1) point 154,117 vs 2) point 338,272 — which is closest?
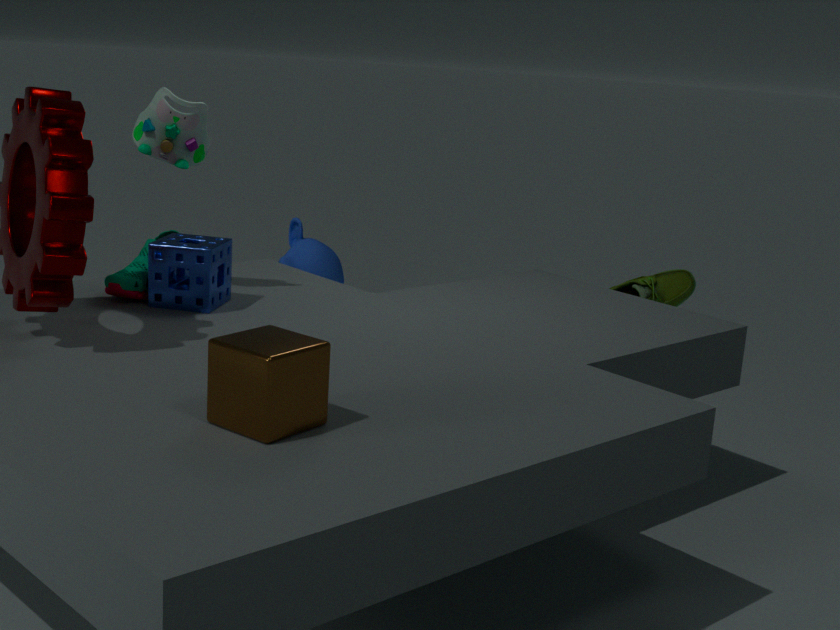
1. point 154,117
